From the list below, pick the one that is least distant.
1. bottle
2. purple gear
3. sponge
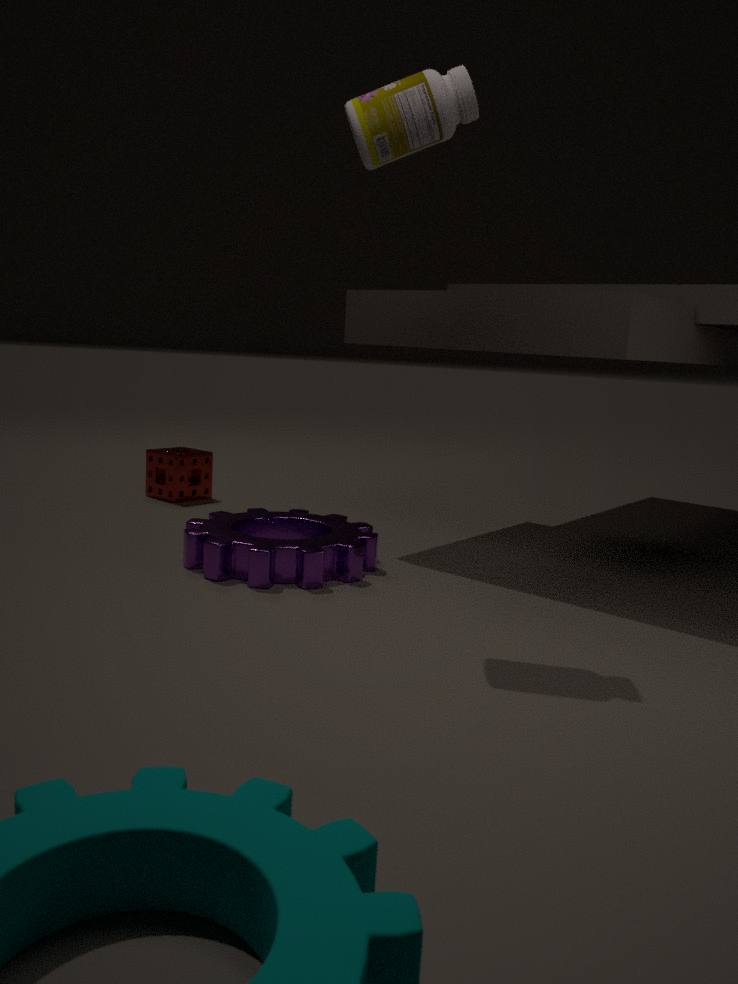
bottle
